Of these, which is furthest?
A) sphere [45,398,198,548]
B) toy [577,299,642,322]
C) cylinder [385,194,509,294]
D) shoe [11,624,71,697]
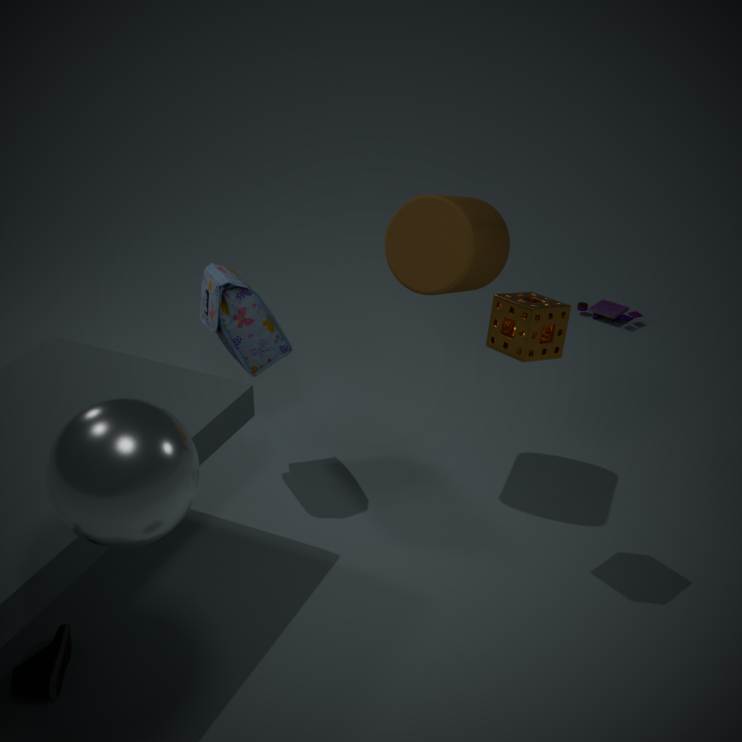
toy [577,299,642,322]
